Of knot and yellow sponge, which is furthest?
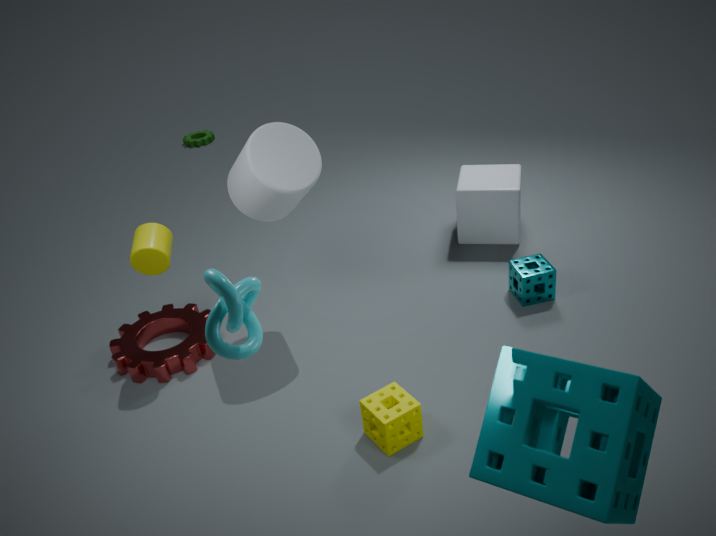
yellow sponge
